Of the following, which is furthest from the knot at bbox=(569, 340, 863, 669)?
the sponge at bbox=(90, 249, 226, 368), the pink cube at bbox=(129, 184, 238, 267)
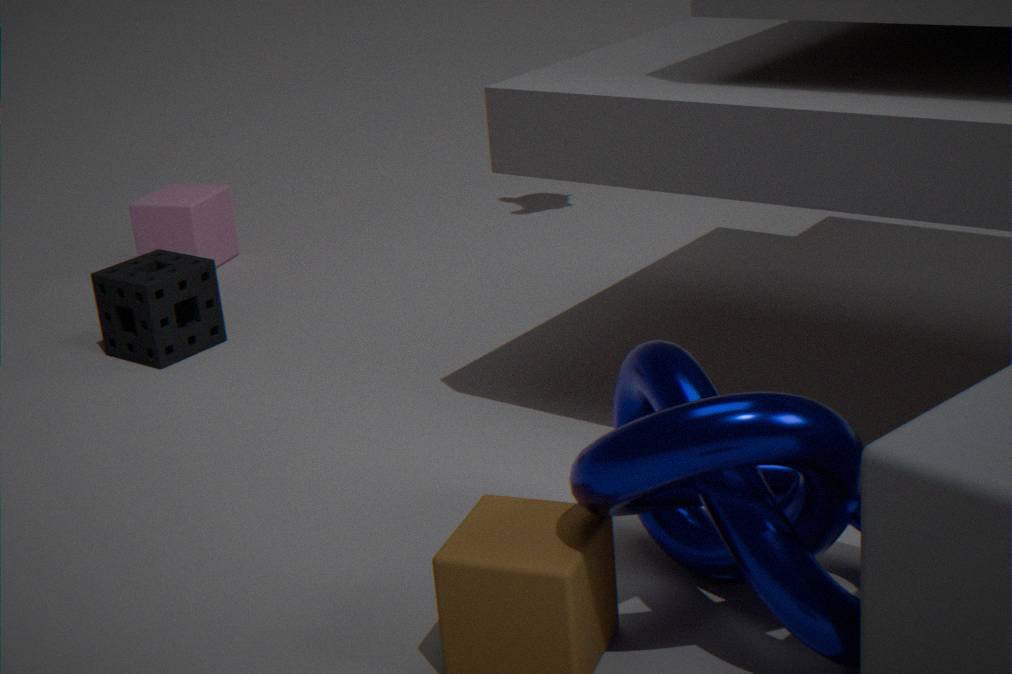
the pink cube at bbox=(129, 184, 238, 267)
